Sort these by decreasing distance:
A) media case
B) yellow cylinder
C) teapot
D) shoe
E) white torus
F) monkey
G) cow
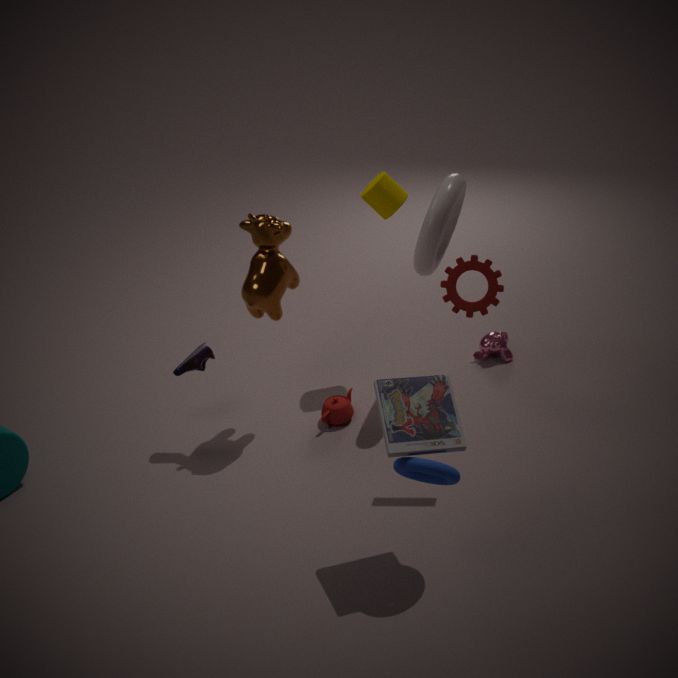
monkey → yellow cylinder → teapot → shoe → white torus → cow → media case
